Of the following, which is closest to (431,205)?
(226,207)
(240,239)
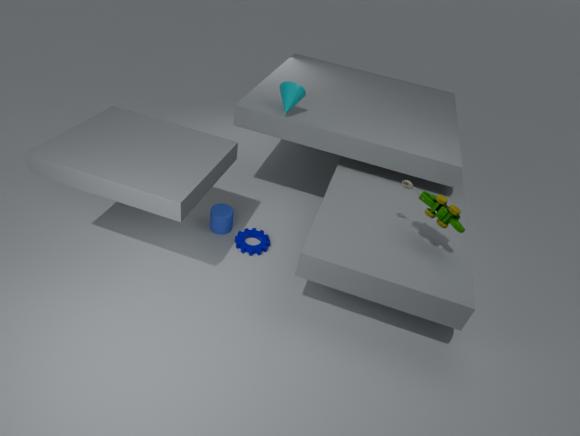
(240,239)
